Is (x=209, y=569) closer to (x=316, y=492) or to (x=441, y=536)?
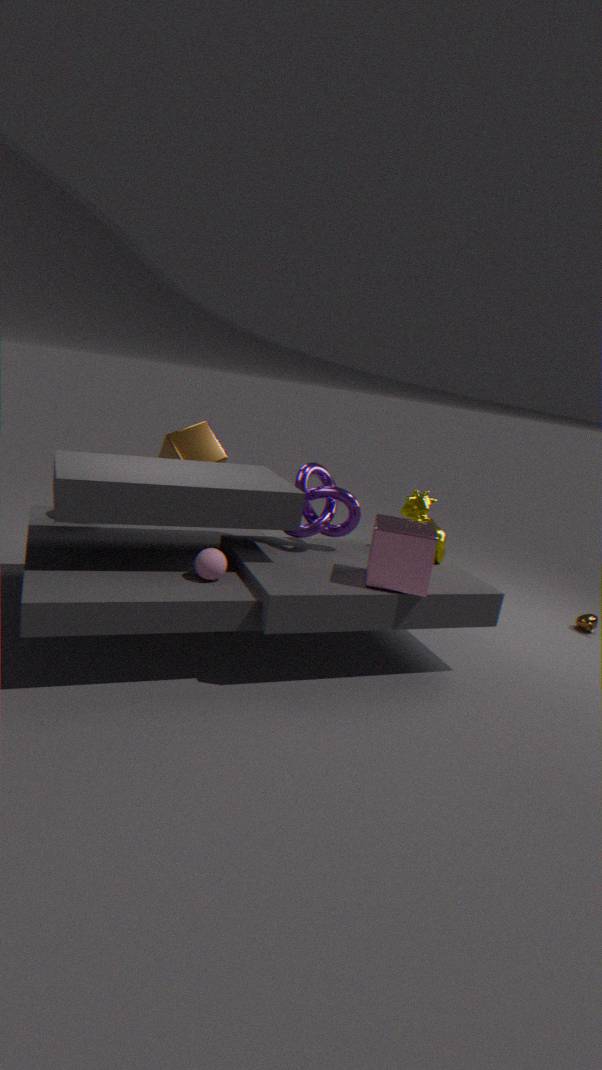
(x=316, y=492)
